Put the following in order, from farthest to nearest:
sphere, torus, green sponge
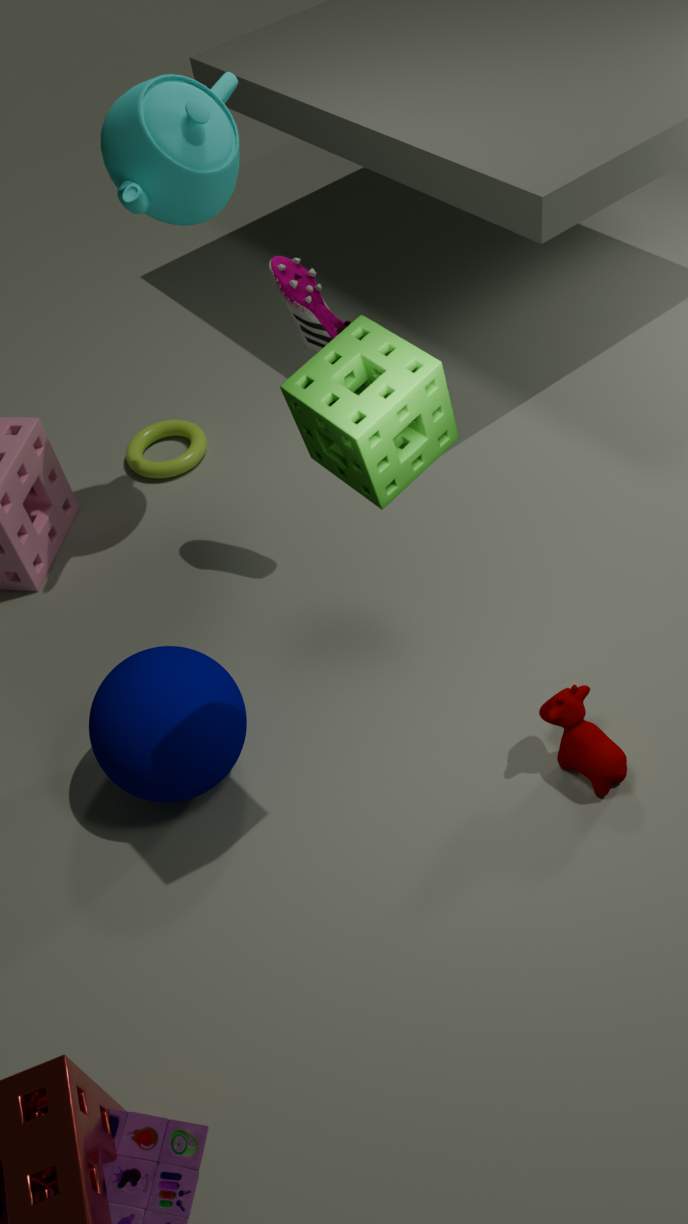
torus, sphere, green sponge
